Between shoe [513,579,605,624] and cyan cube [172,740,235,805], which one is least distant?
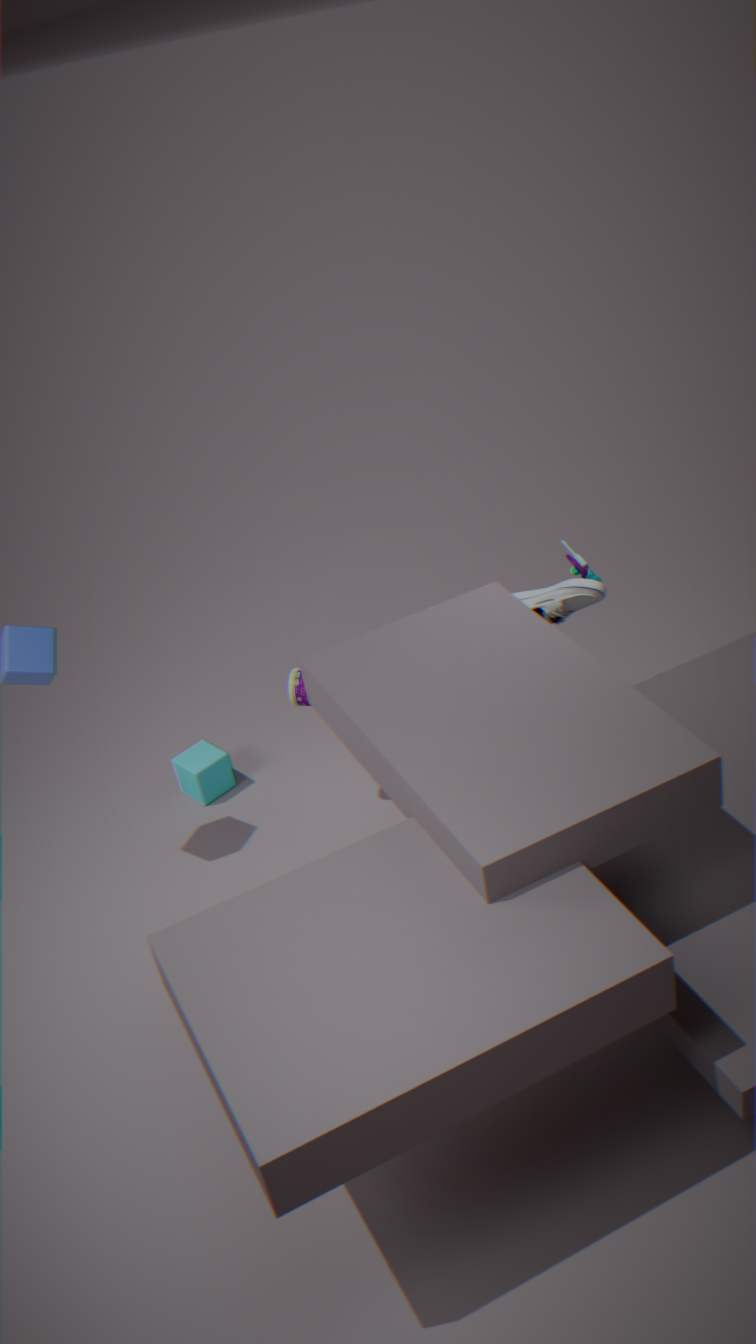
shoe [513,579,605,624]
